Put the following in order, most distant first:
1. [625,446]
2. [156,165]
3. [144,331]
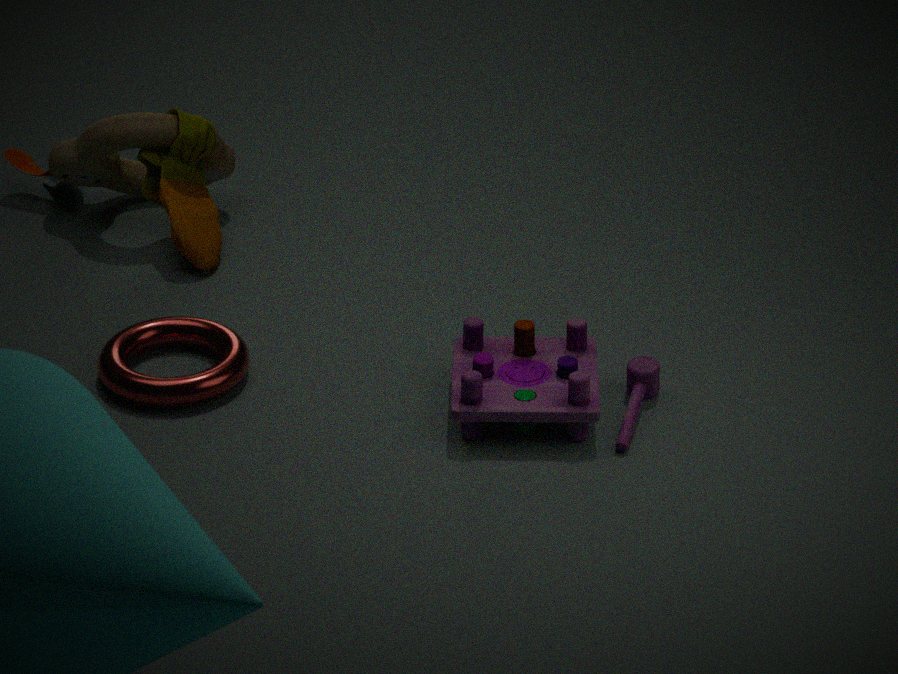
[156,165] → [144,331] → [625,446]
